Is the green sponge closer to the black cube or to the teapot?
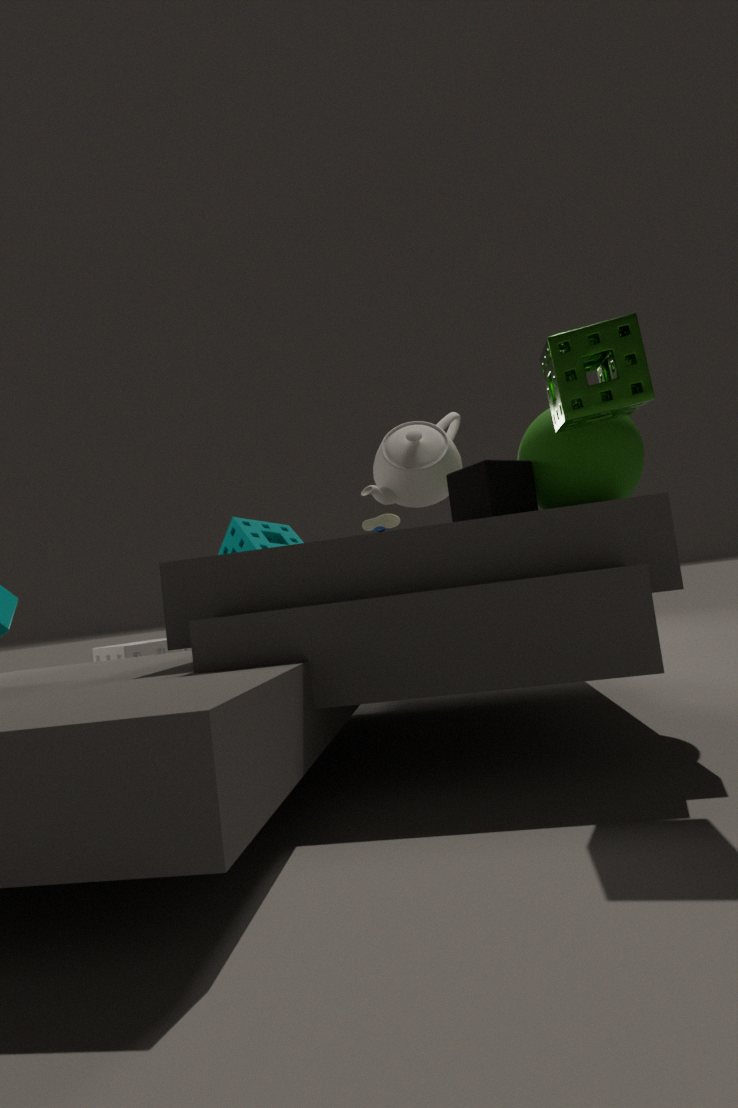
the black cube
